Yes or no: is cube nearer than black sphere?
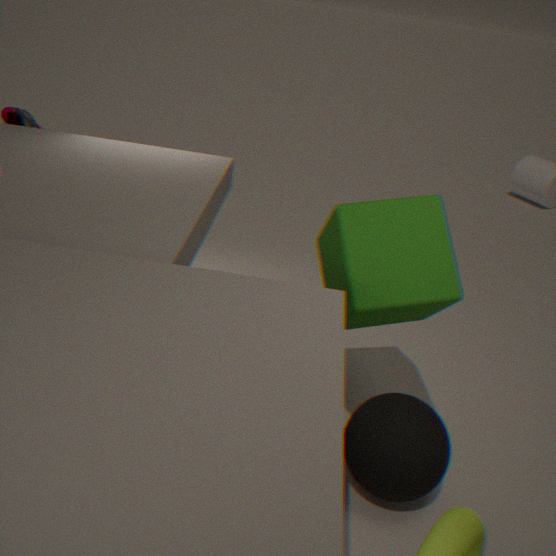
Yes
